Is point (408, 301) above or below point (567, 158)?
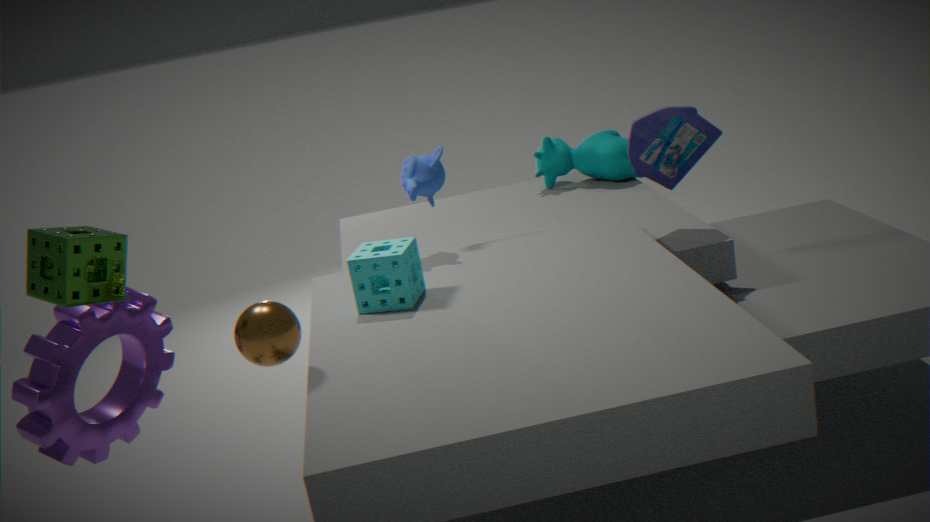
above
